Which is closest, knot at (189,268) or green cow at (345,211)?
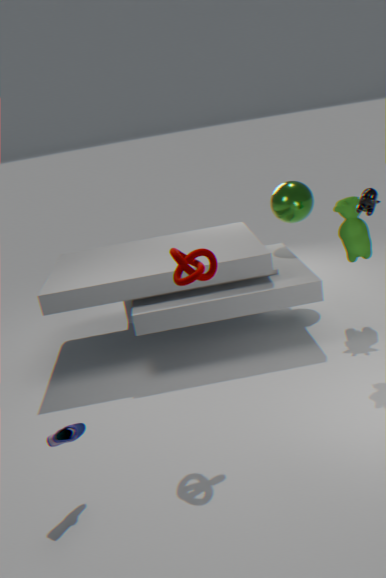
knot at (189,268)
